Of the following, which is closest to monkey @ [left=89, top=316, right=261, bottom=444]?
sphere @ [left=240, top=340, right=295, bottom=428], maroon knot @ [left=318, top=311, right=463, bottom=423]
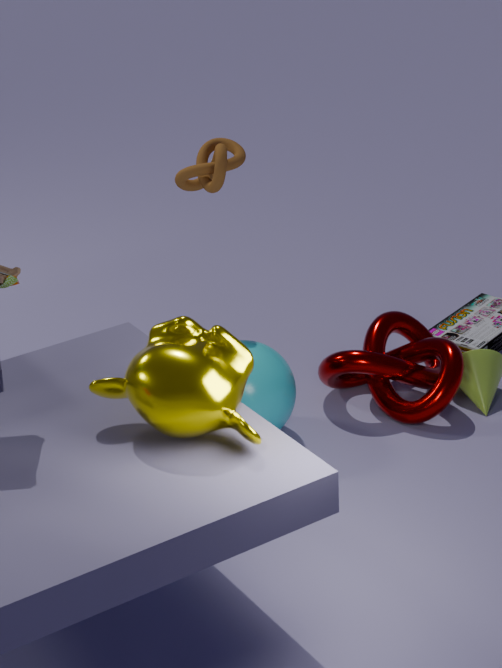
sphere @ [left=240, top=340, right=295, bottom=428]
